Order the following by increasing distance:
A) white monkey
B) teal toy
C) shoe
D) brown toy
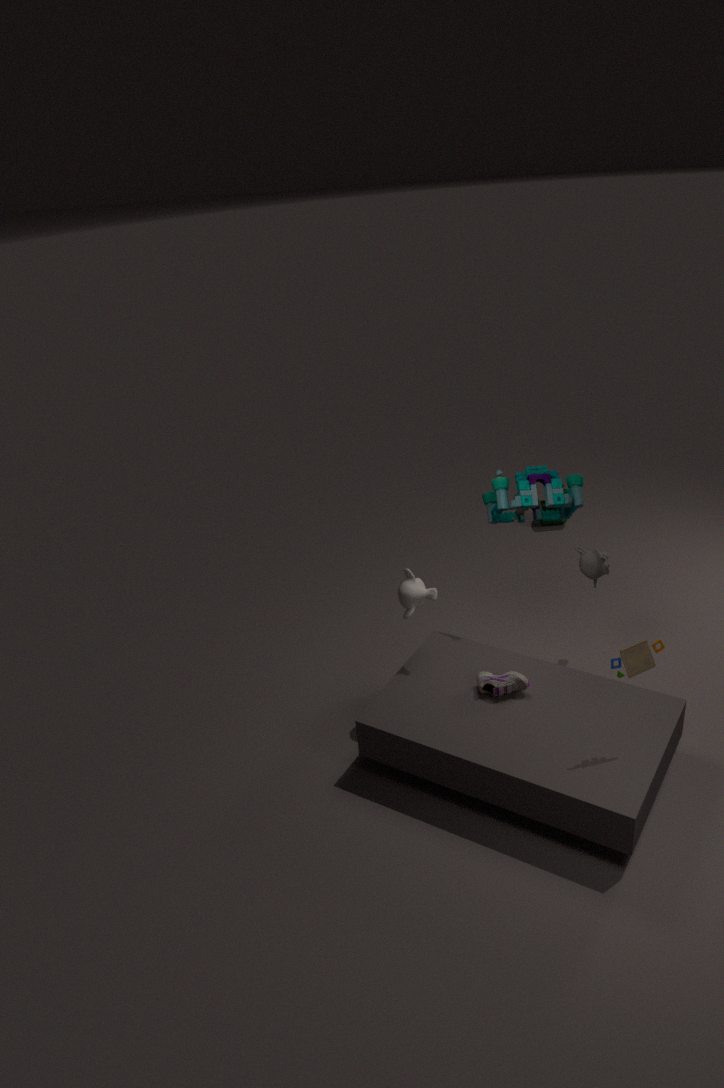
brown toy < shoe < white monkey < teal toy
